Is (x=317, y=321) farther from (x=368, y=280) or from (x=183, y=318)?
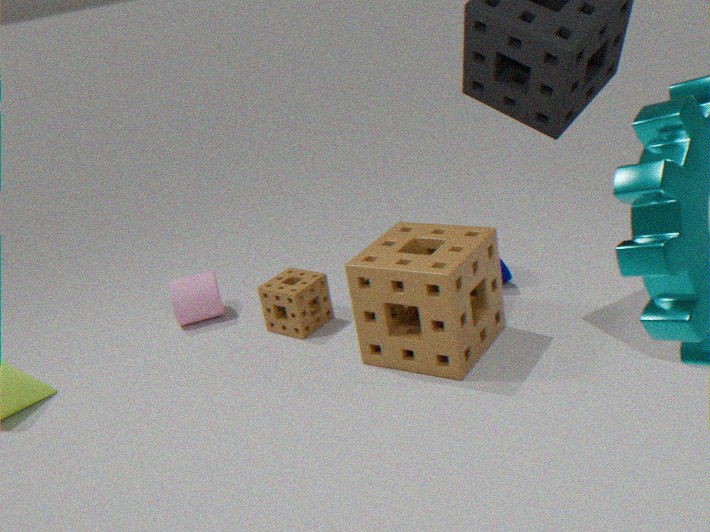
(x=368, y=280)
